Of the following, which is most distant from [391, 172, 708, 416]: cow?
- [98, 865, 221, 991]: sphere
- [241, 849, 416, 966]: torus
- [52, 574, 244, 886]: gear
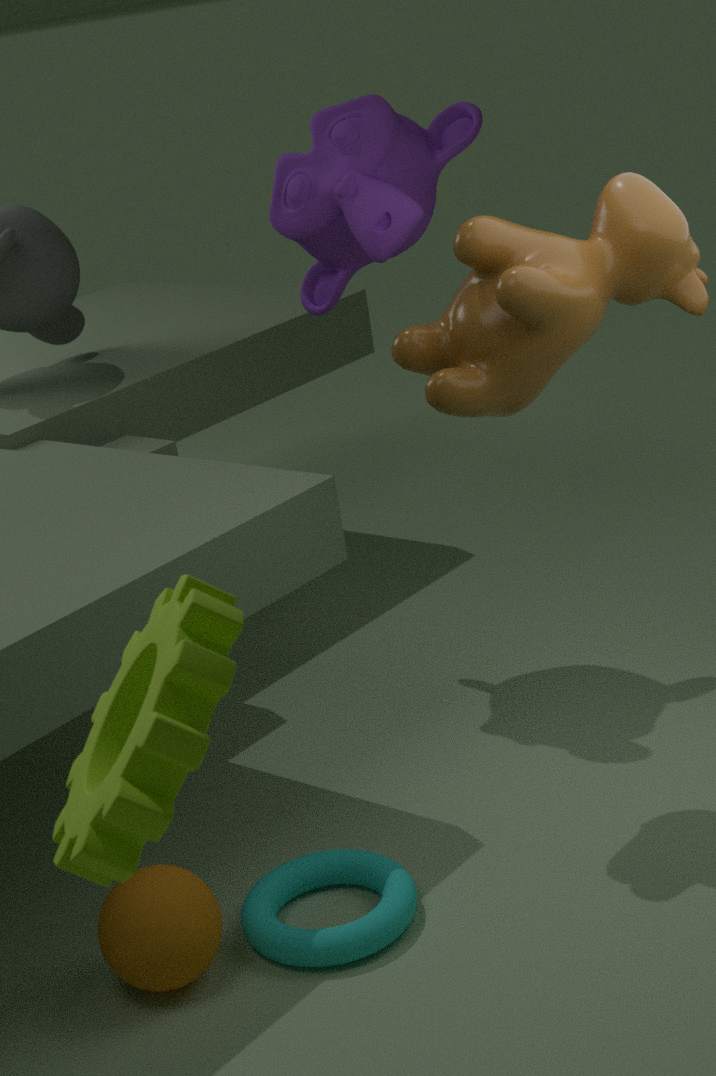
[52, 574, 244, 886]: gear
